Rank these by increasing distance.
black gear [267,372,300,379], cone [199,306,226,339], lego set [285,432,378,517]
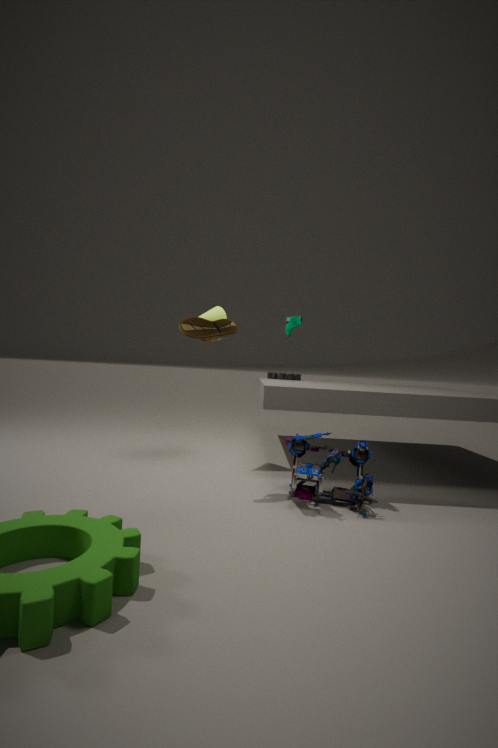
lego set [285,432,378,517] → cone [199,306,226,339] → black gear [267,372,300,379]
